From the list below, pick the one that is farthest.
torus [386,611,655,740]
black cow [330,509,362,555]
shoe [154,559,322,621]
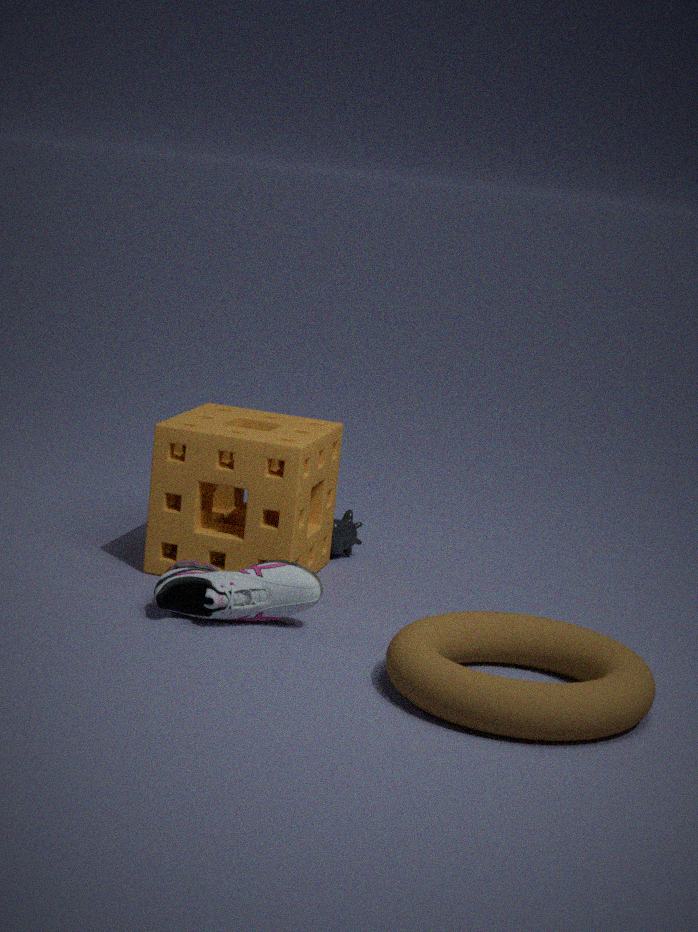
black cow [330,509,362,555]
